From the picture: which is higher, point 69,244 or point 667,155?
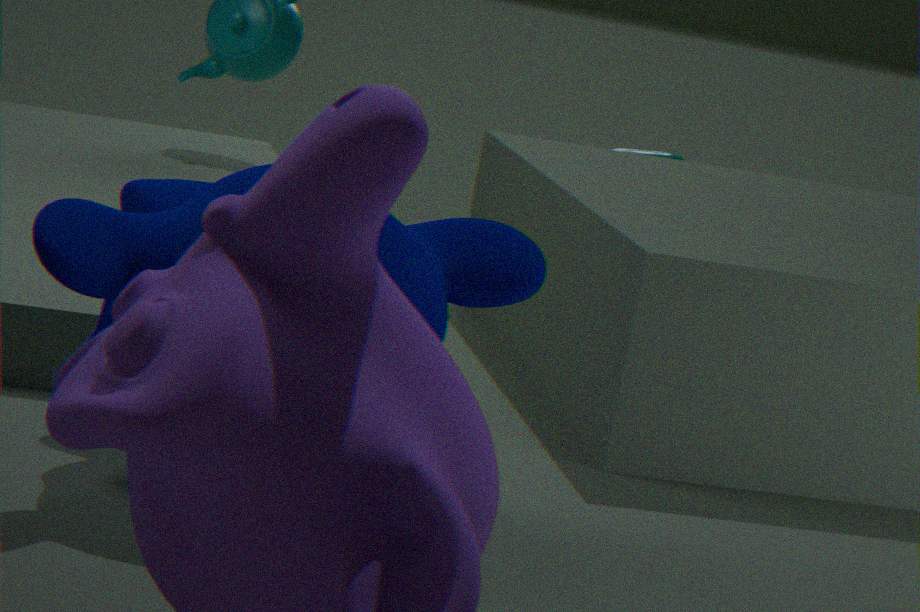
point 69,244
